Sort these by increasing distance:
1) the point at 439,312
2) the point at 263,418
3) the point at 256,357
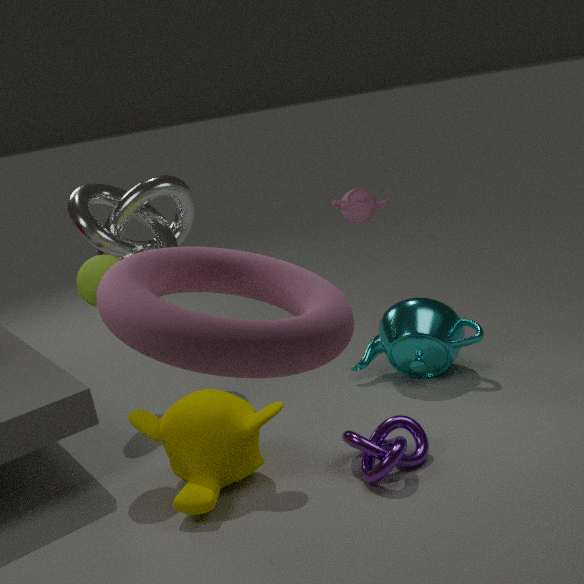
3. the point at 256,357 < 2. the point at 263,418 < 1. the point at 439,312
